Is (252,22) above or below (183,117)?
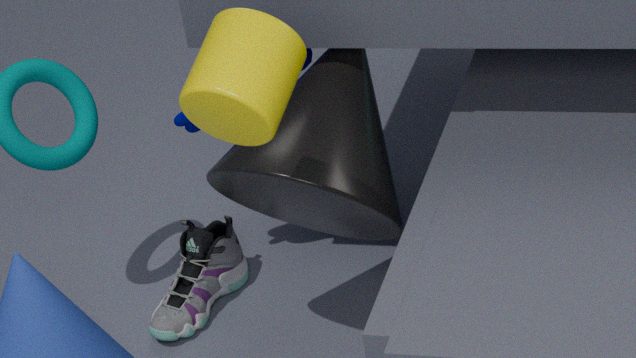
above
